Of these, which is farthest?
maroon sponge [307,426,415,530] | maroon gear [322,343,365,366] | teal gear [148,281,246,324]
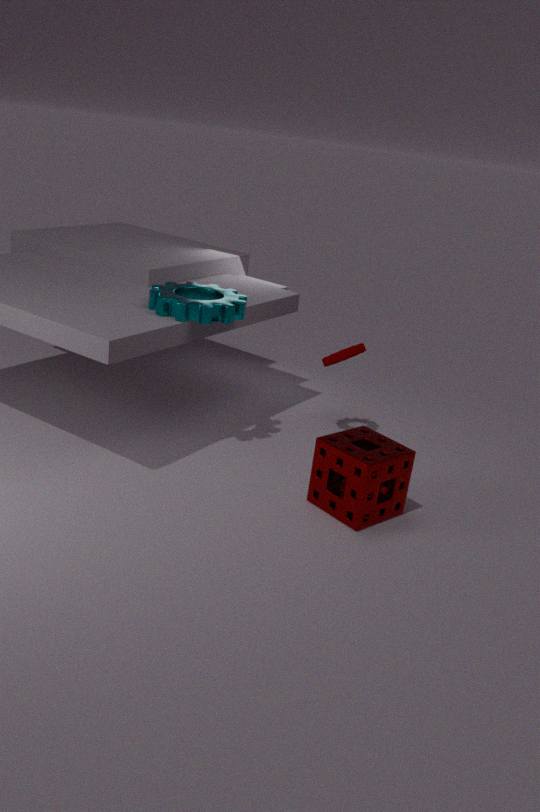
maroon gear [322,343,365,366]
